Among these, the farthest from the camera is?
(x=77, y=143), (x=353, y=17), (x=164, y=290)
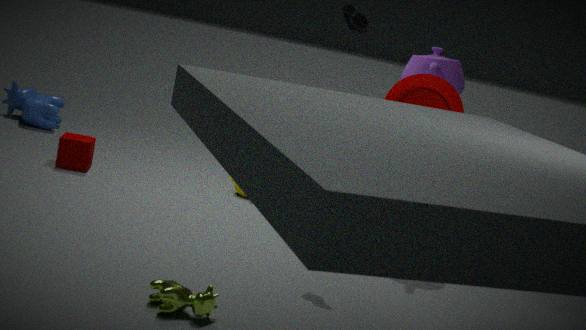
(x=77, y=143)
